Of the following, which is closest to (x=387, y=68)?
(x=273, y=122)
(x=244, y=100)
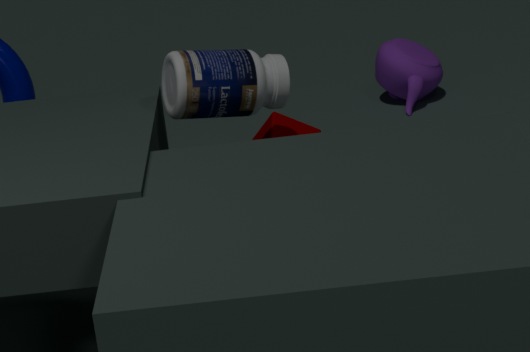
(x=273, y=122)
